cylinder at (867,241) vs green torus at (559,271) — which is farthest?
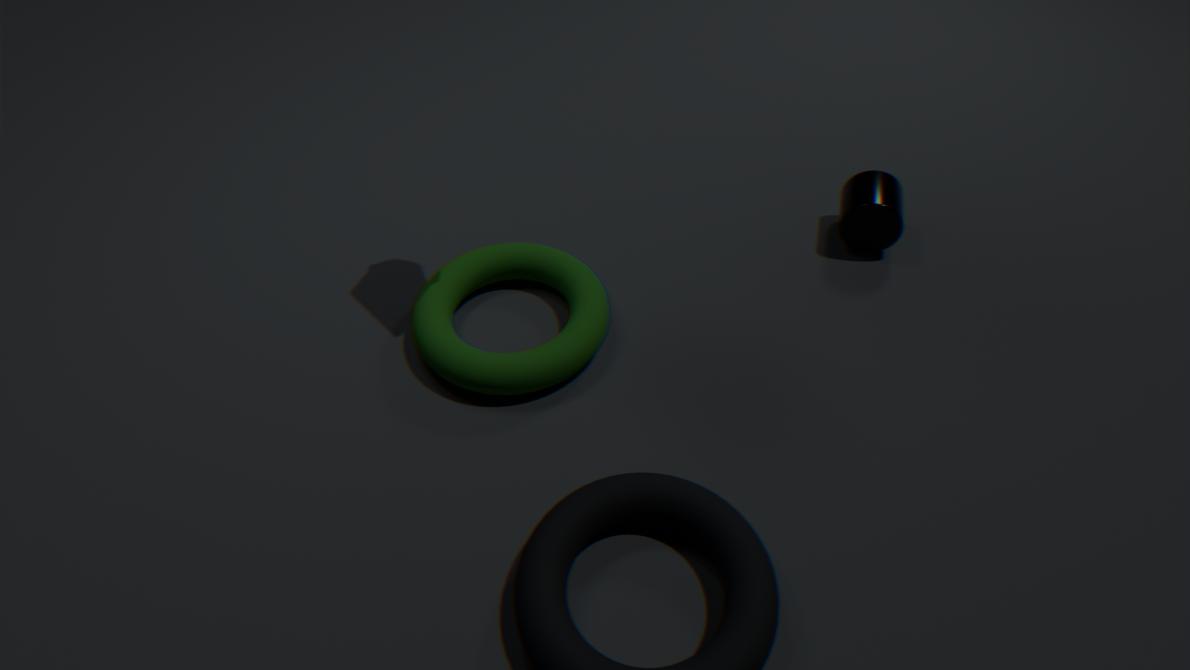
cylinder at (867,241)
